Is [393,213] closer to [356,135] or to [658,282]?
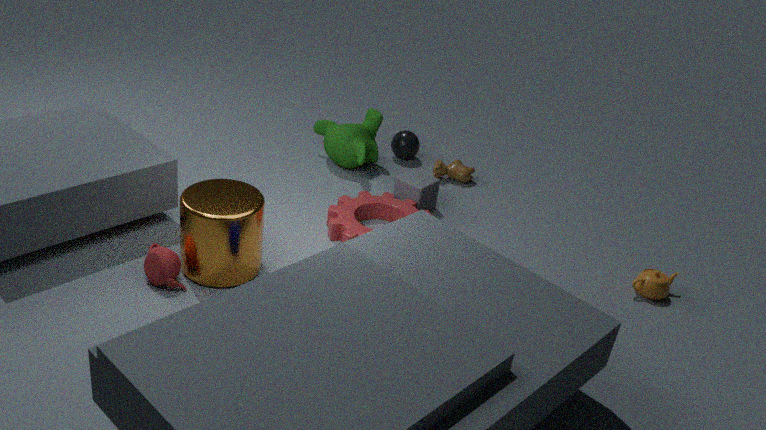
[356,135]
